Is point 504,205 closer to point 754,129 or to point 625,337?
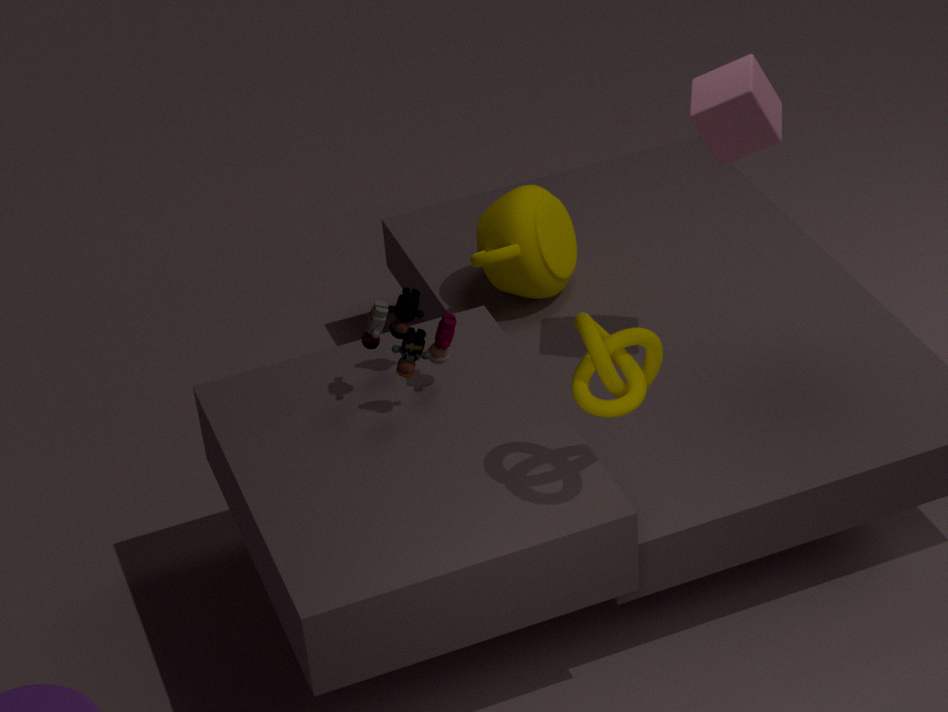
point 754,129
